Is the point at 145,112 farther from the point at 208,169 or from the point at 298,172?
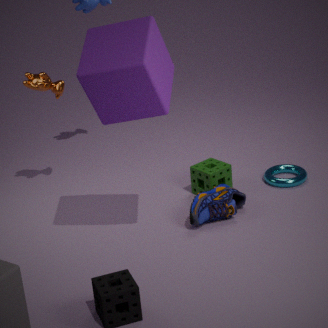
the point at 298,172
